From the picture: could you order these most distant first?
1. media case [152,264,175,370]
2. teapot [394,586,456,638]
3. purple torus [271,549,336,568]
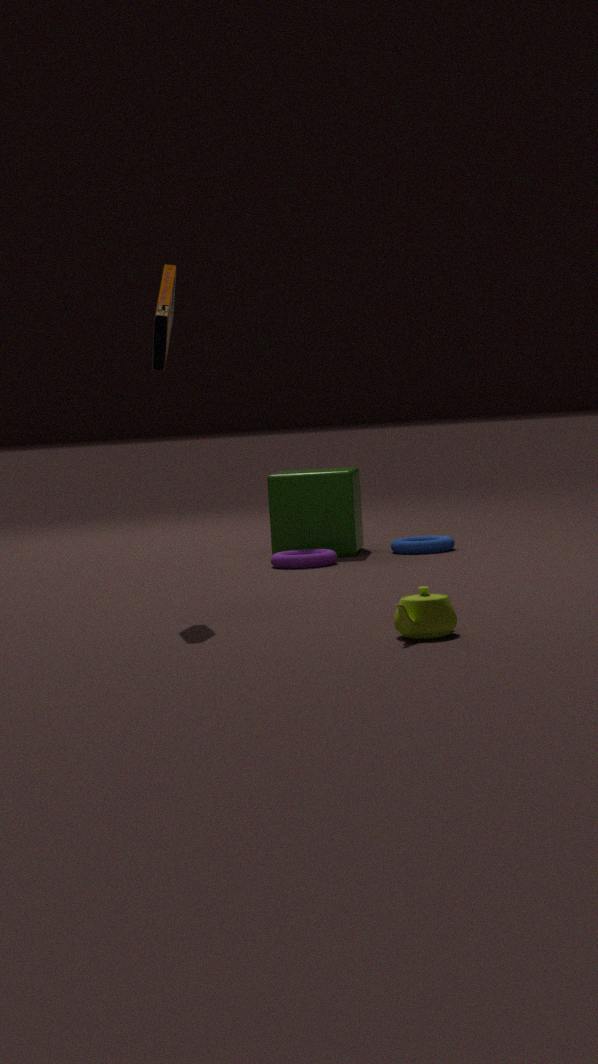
purple torus [271,549,336,568] → media case [152,264,175,370] → teapot [394,586,456,638]
